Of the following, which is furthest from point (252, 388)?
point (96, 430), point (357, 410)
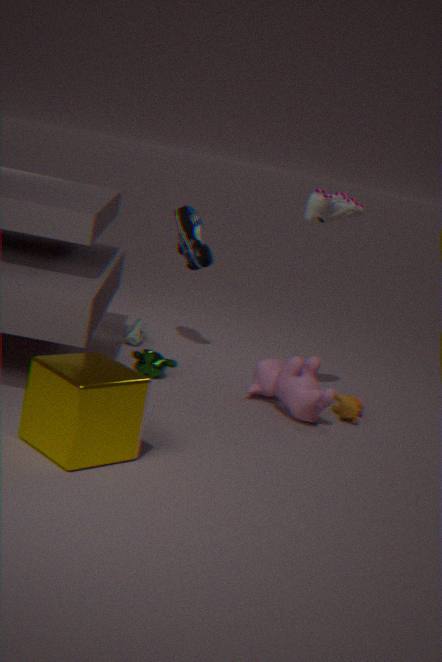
point (96, 430)
